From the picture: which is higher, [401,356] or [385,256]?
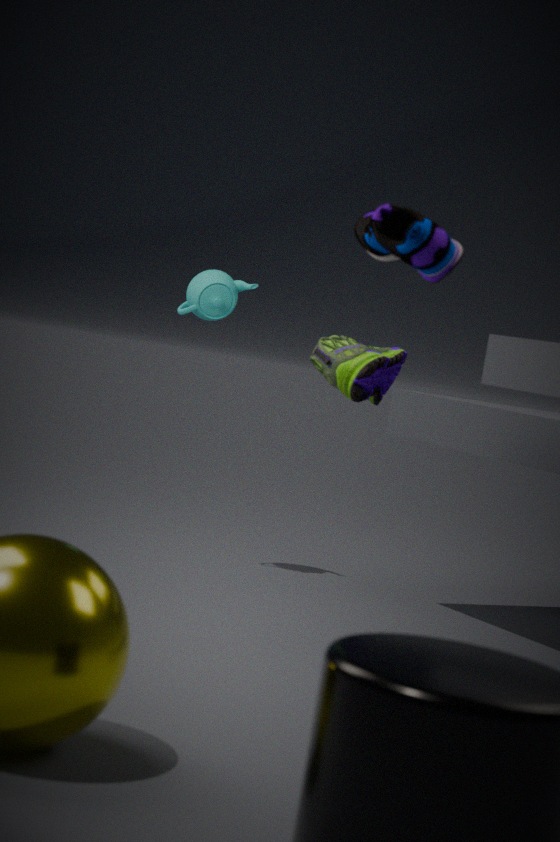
[385,256]
